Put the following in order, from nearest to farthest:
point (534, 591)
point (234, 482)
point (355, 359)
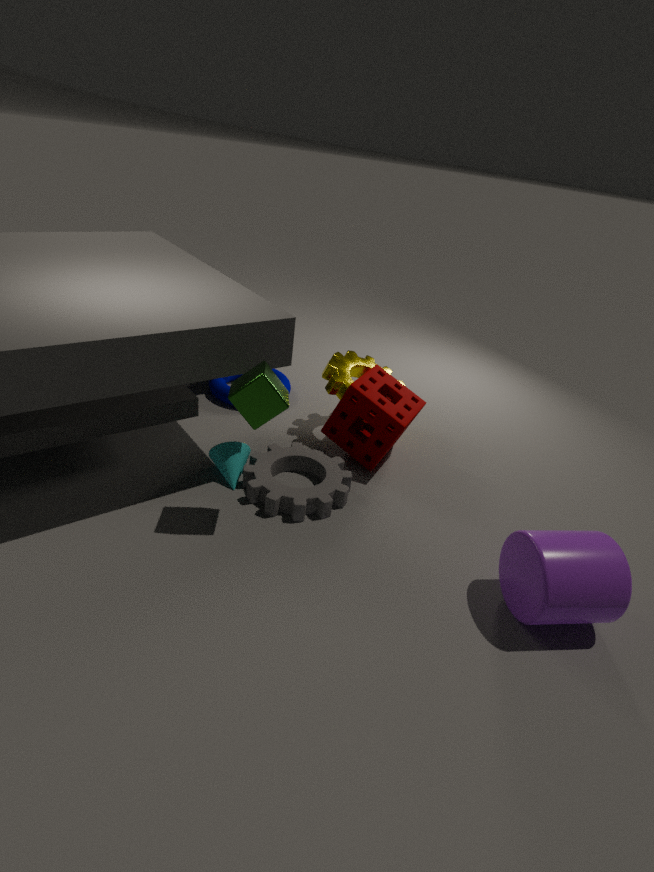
point (534, 591) → point (234, 482) → point (355, 359)
